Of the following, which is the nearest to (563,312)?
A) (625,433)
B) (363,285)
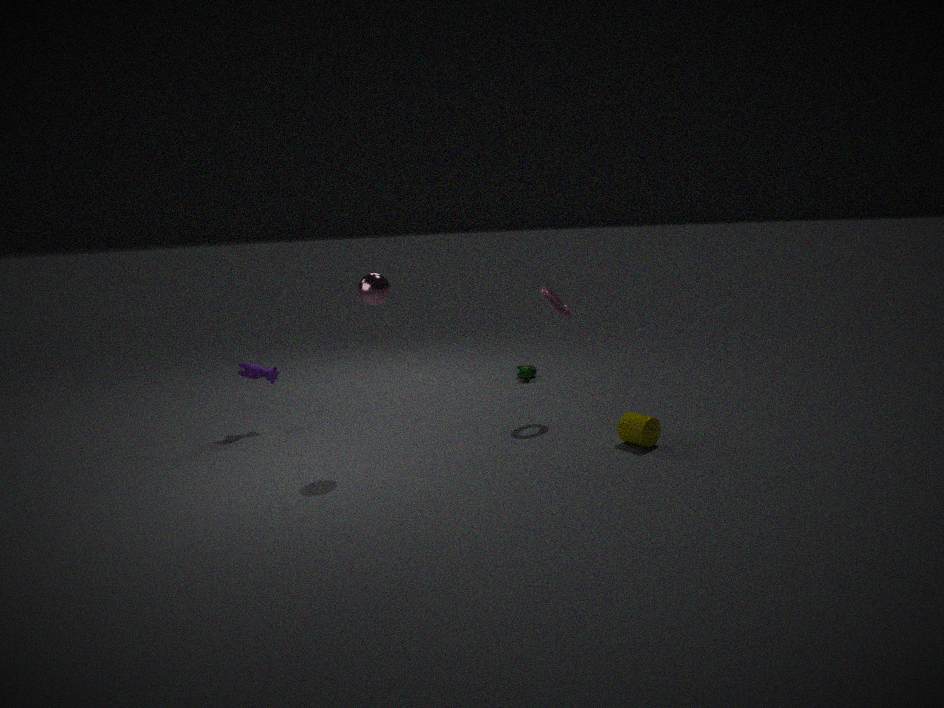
(625,433)
